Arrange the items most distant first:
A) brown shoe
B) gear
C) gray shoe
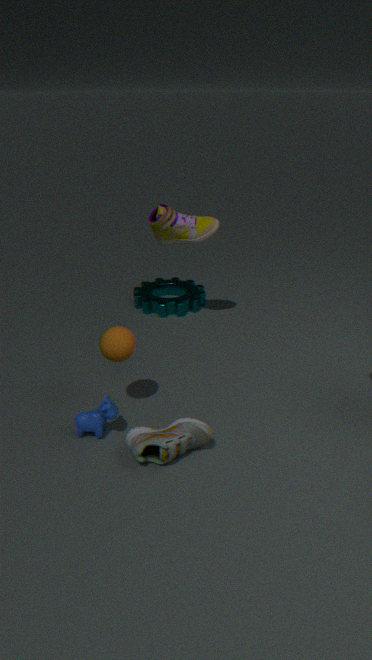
gear
brown shoe
gray shoe
